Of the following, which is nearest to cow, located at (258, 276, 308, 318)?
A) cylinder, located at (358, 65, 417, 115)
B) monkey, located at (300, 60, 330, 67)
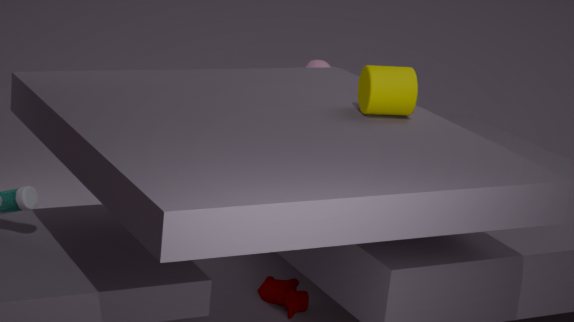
cylinder, located at (358, 65, 417, 115)
